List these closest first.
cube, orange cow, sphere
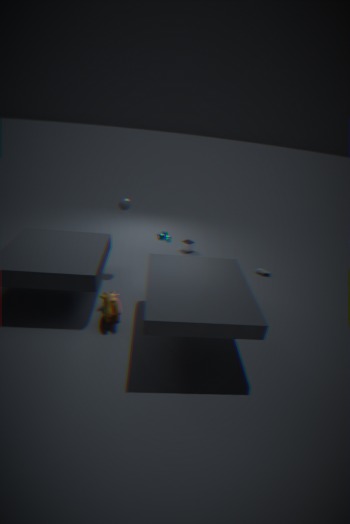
orange cow < sphere < cube
